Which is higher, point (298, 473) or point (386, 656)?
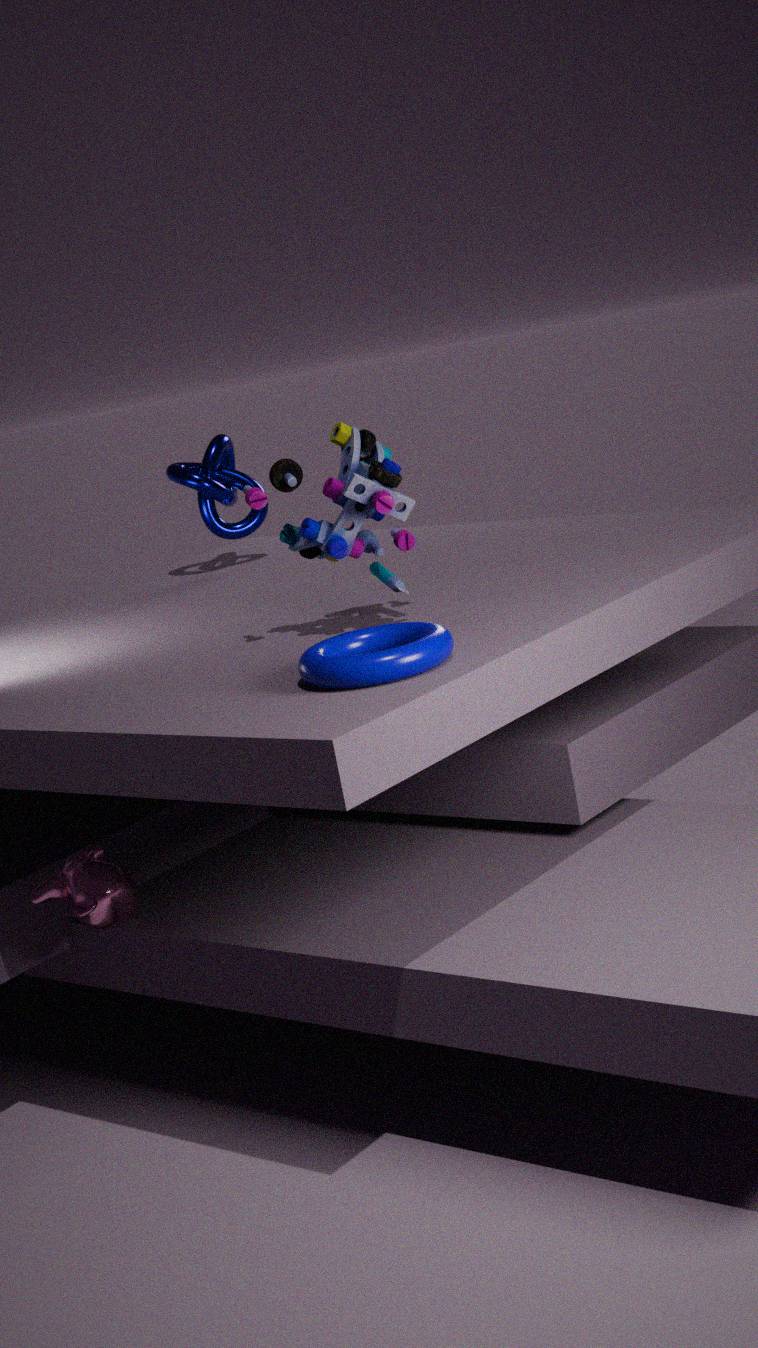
point (298, 473)
